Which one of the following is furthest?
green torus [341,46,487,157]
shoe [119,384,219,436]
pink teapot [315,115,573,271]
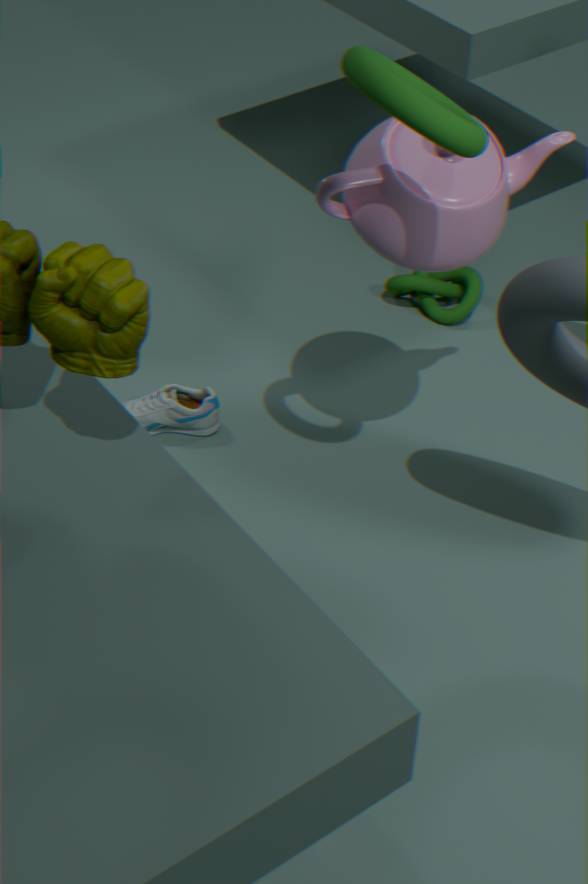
shoe [119,384,219,436]
